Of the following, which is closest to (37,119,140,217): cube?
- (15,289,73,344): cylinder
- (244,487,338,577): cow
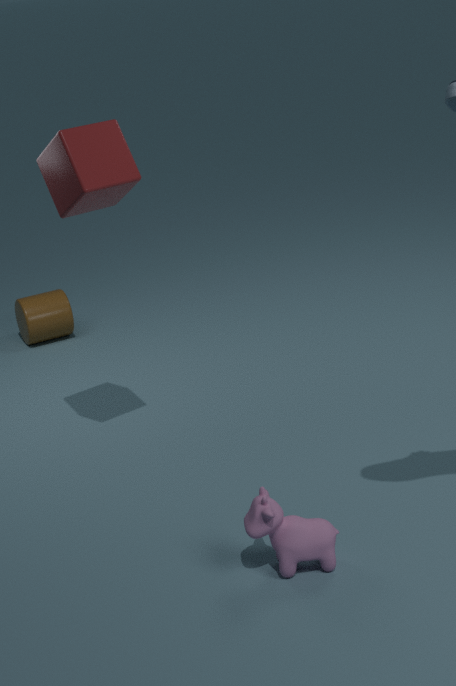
(244,487,338,577): cow
